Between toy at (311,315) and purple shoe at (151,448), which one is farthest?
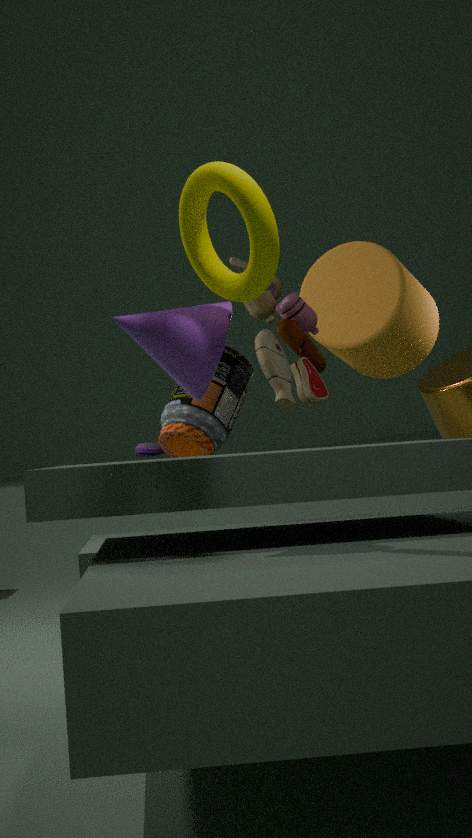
purple shoe at (151,448)
